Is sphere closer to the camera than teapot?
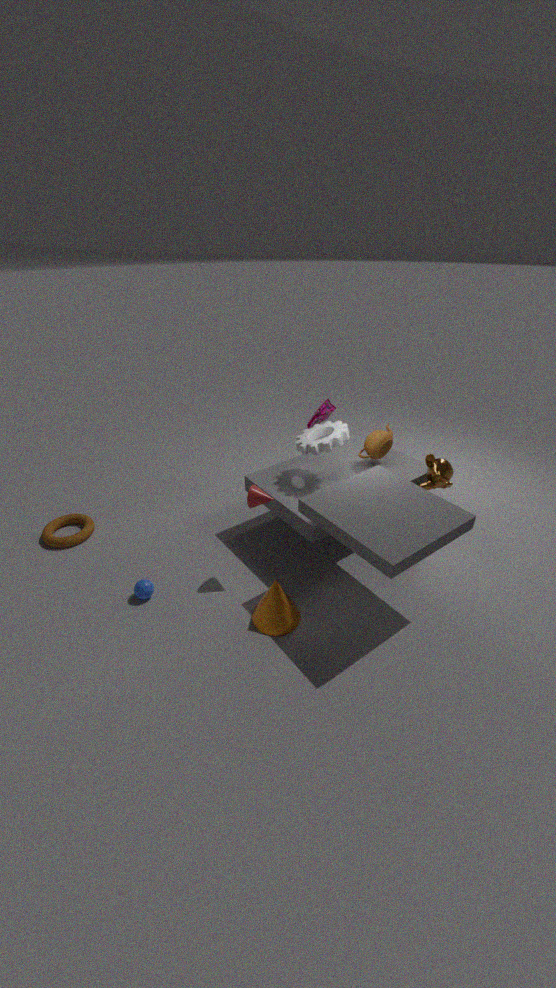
Yes
